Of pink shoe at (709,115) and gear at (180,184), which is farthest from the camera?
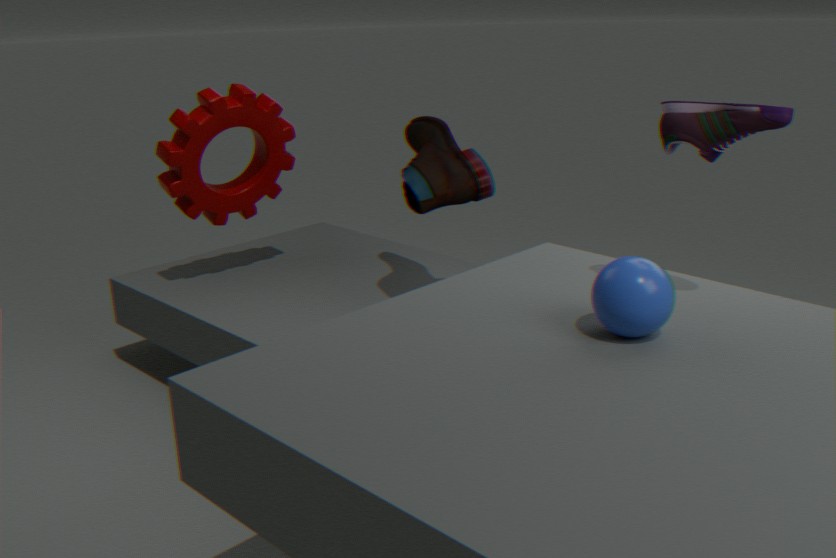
gear at (180,184)
